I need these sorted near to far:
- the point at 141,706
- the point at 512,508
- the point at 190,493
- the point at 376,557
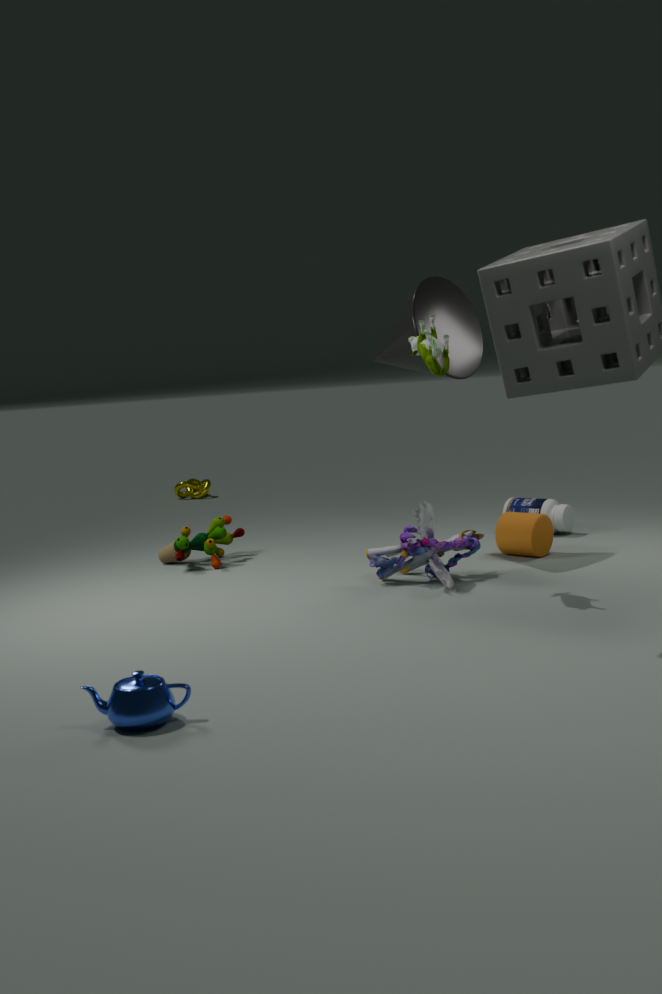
the point at 141,706, the point at 376,557, the point at 512,508, the point at 190,493
